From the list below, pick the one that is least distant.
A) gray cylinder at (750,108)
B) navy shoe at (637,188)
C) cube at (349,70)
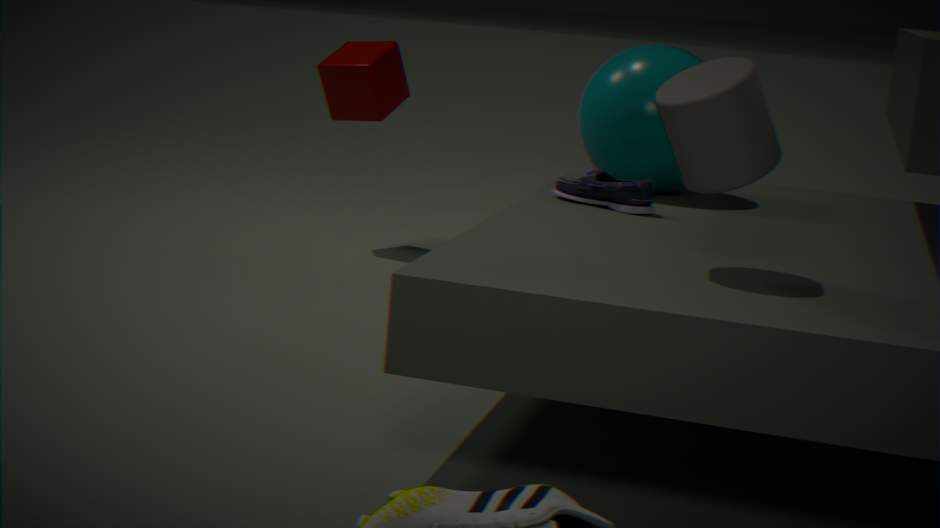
gray cylinder at (750,108)
